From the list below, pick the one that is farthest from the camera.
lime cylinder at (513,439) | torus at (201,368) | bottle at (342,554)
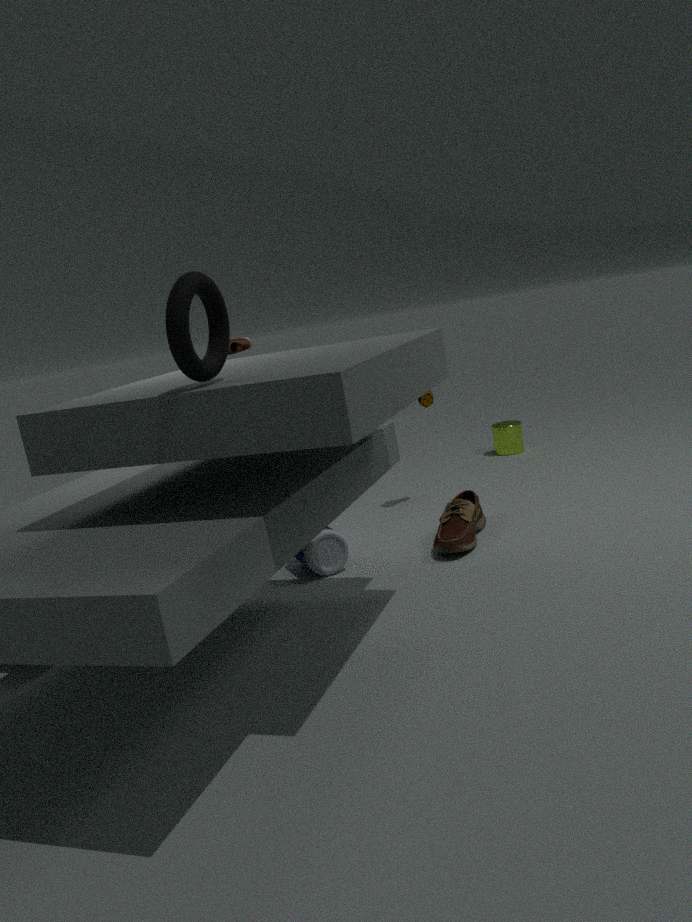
lime cylinder at (513,439)
